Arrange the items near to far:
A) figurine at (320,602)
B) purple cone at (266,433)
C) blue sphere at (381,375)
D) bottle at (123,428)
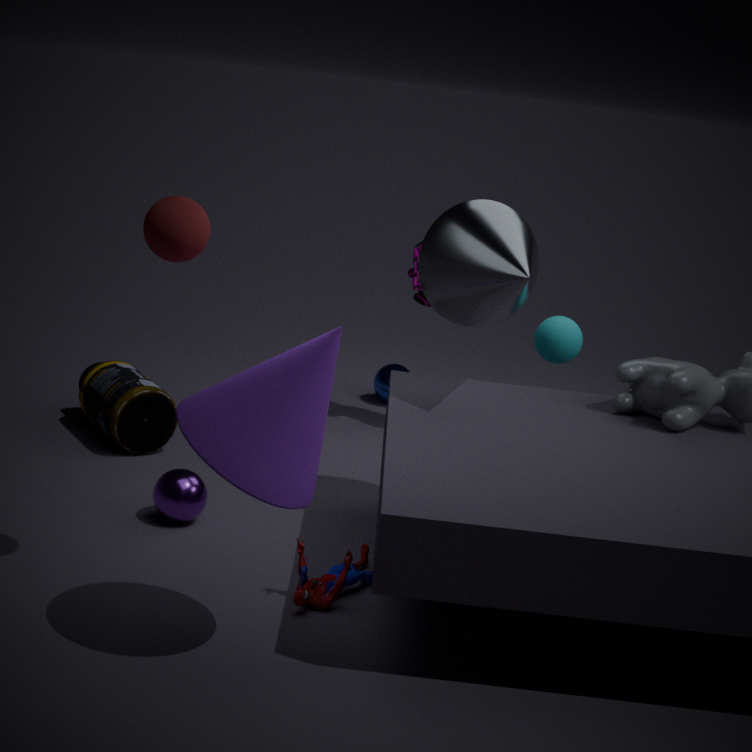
purple cone at (266,433) < figurine at (320,602) < bottle at (123,428) < blue sphere at (381,375)
